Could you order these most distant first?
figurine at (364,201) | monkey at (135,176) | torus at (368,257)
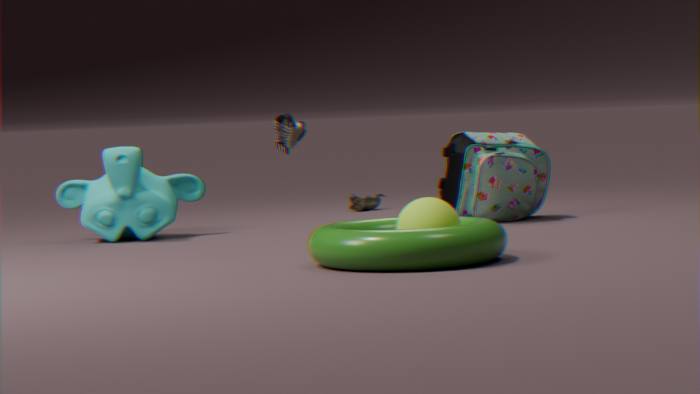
figurine at (364,201) < monkey at (135,176) < torus at (368,257)
